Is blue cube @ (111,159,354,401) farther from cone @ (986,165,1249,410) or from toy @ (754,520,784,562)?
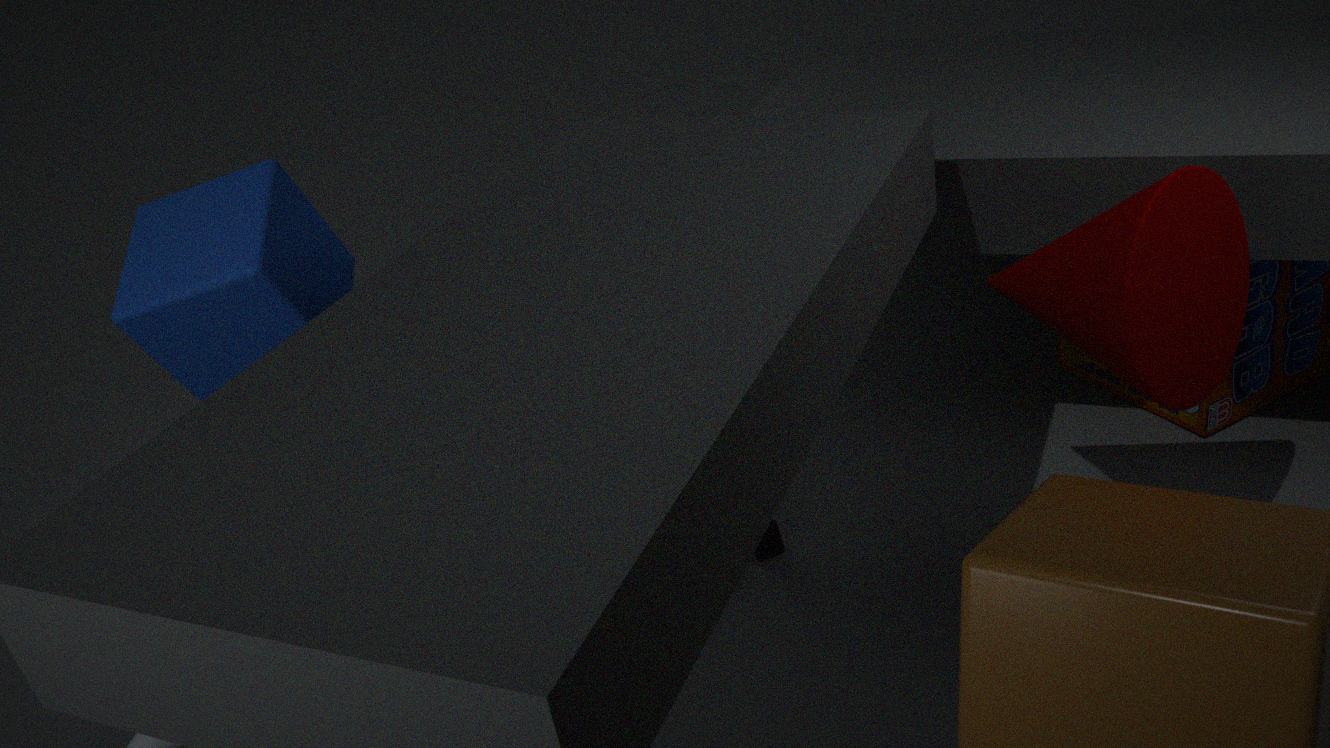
cone @ (986,165,1249,410)
